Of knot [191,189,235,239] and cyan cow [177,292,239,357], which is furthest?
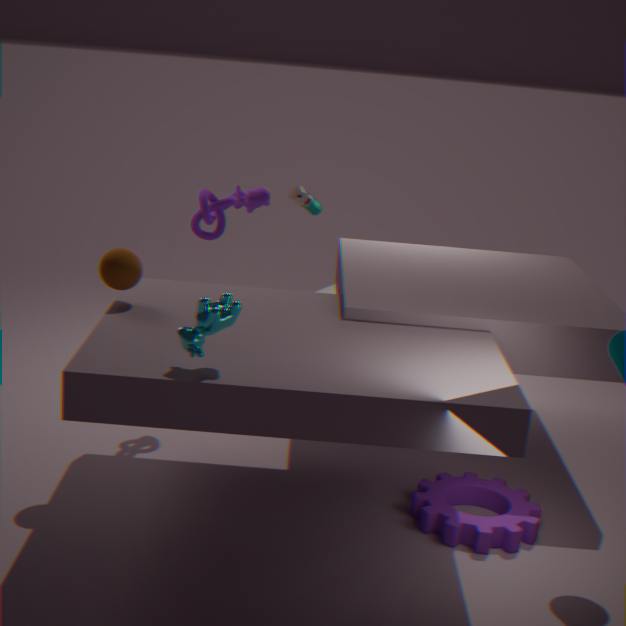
knot [191,189,235,239]
